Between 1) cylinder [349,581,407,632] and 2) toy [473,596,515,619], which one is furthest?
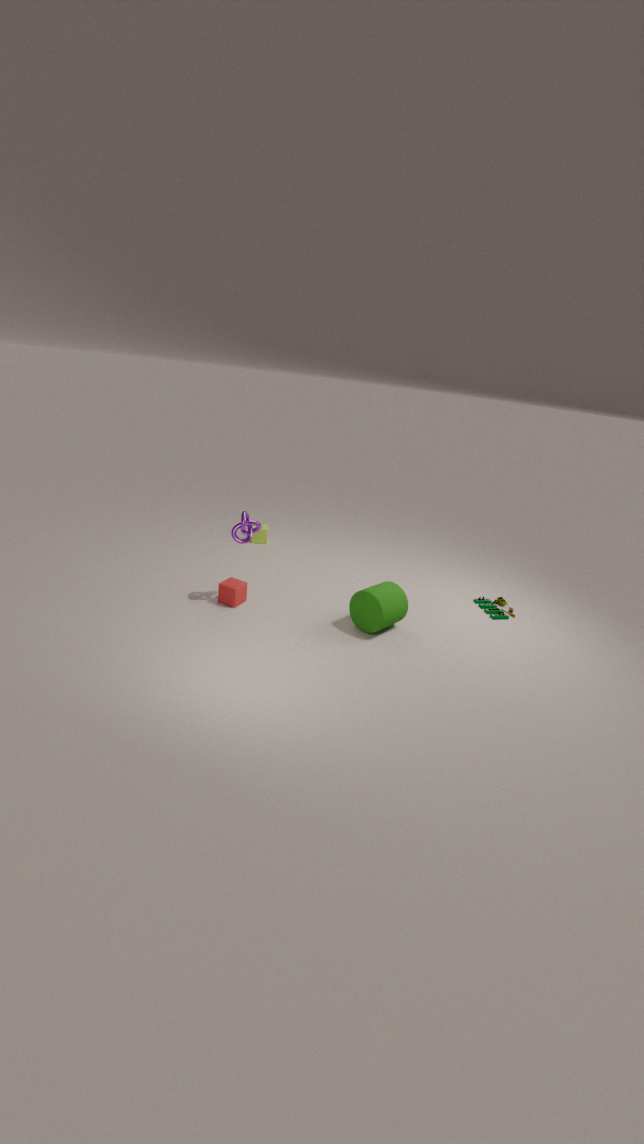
2. toy [473,596,515,619]
